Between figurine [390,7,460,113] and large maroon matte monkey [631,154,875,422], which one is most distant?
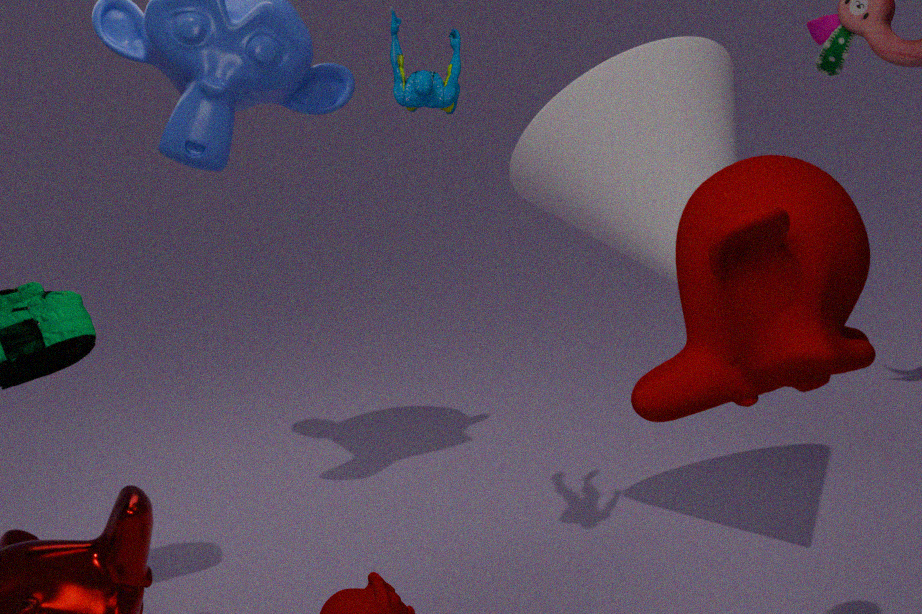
figurine [390,7,460,113]
